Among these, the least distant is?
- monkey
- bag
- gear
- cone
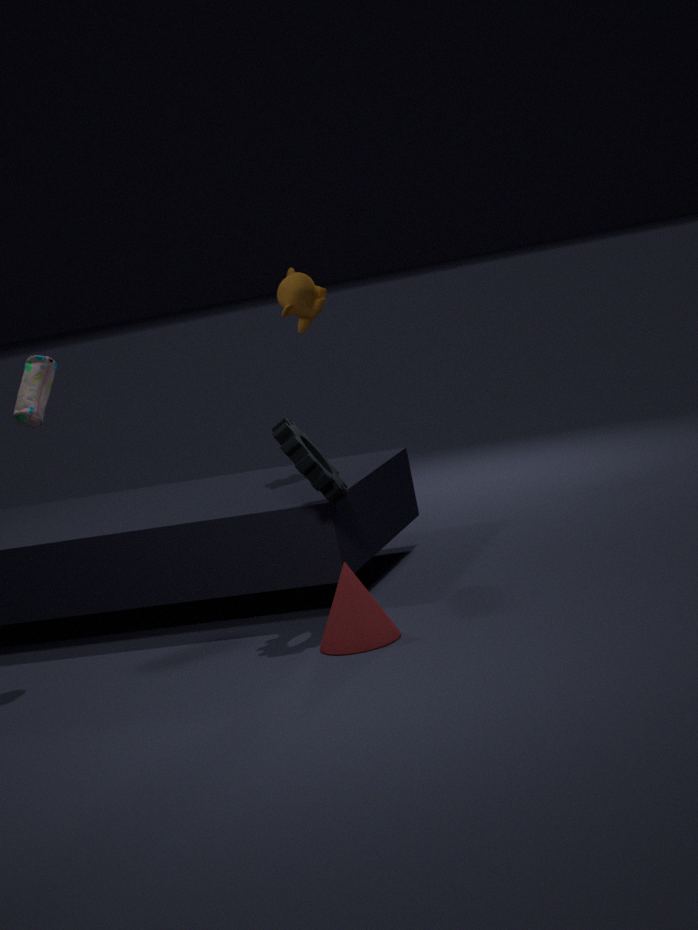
cone
